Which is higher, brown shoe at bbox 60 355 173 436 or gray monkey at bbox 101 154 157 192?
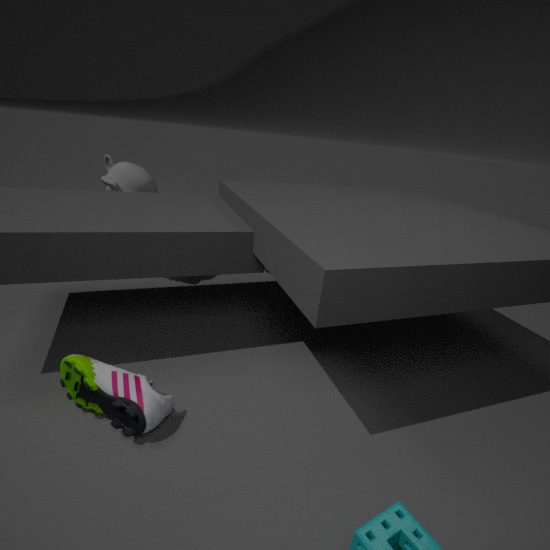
gray monkey at bbox 101 154 157 192
